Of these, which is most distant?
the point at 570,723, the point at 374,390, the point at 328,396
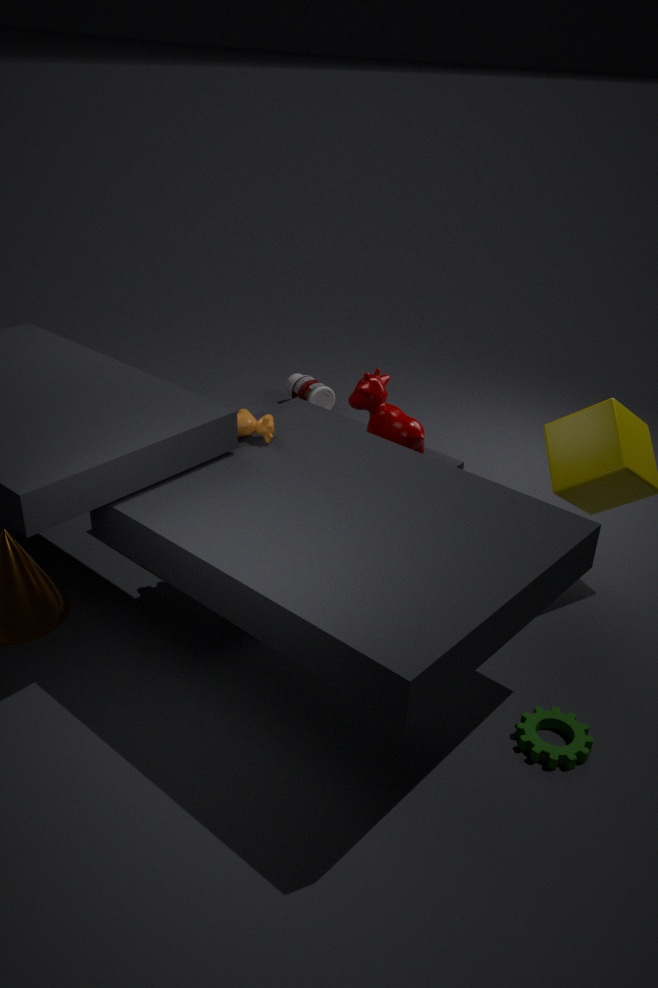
the point at 328,396
